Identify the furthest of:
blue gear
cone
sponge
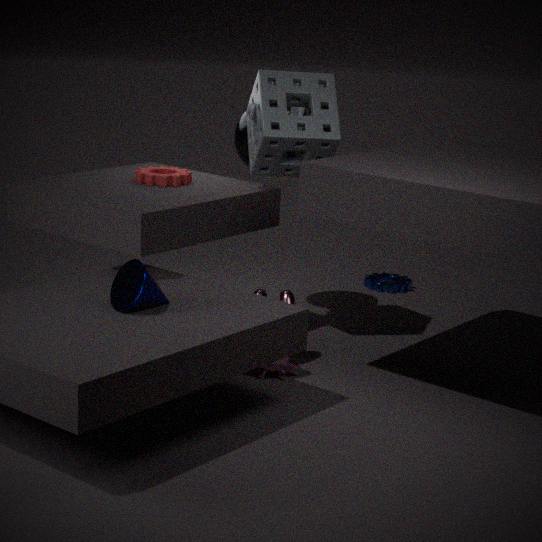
blue gear
